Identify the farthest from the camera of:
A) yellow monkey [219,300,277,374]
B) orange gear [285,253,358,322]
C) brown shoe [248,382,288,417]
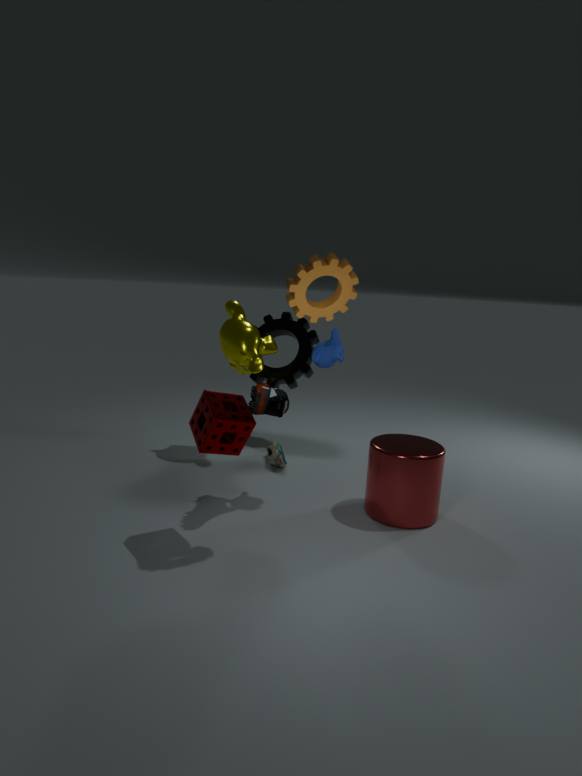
yellow monkey [219,300,277,374]
